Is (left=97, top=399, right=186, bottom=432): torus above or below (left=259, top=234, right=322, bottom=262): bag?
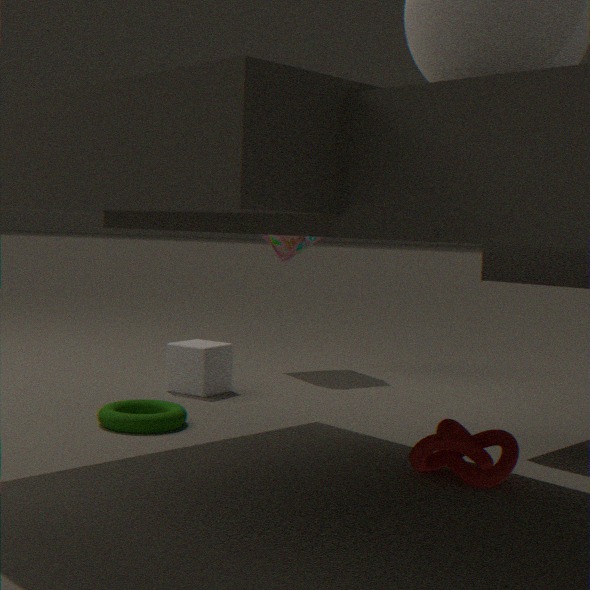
below
